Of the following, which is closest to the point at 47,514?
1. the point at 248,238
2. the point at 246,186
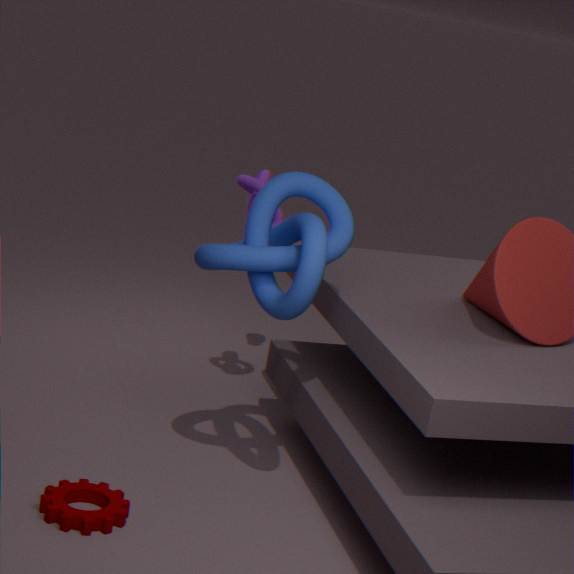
the point at 248,238
